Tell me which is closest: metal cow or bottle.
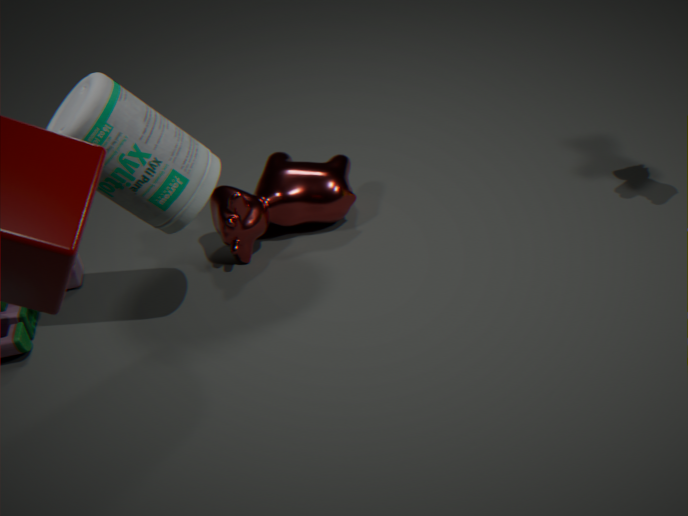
bottle
